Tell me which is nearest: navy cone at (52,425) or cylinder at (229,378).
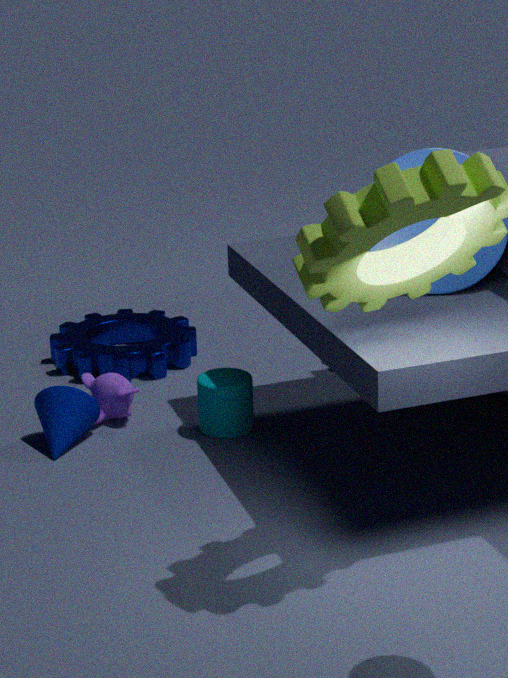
navy cone at (52,425)
